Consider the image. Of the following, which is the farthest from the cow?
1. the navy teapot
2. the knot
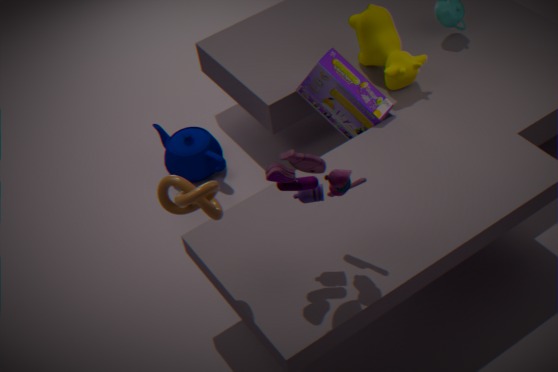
the knot
